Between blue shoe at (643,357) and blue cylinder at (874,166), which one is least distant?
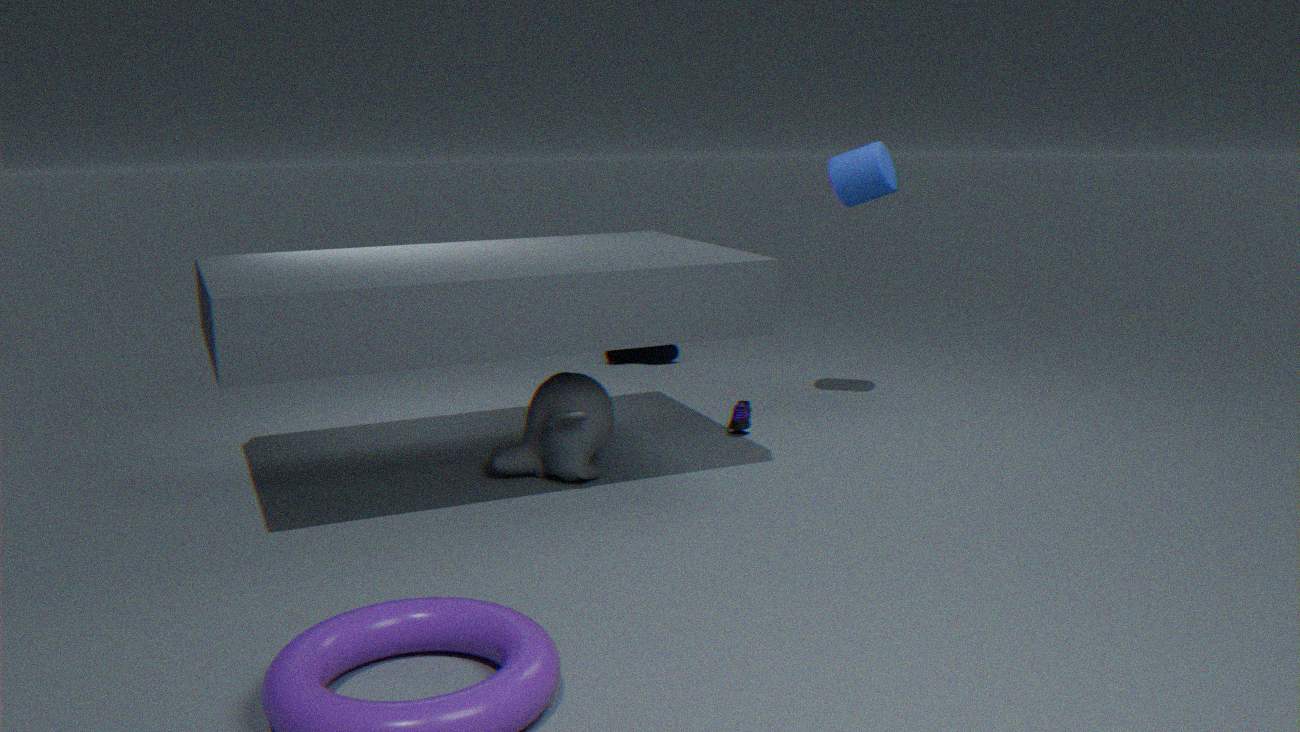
blue cylinder at (874,166)
